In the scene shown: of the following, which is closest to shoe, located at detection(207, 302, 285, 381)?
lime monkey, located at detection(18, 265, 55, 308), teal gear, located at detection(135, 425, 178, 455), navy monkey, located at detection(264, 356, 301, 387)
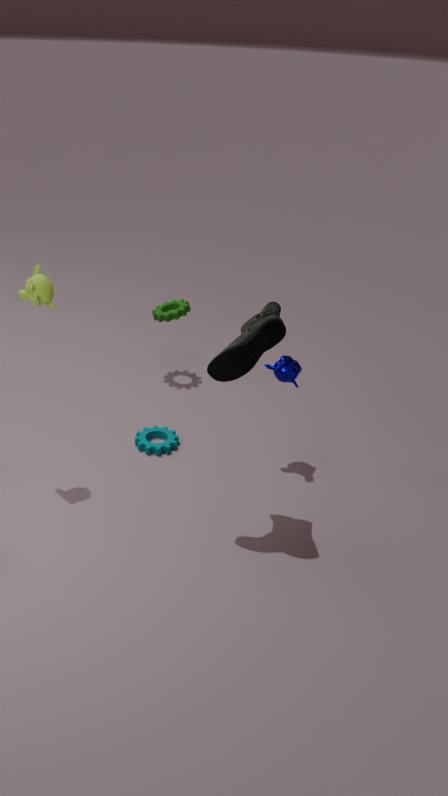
navy monkey, located at detection(264, 356, 301, 387)
